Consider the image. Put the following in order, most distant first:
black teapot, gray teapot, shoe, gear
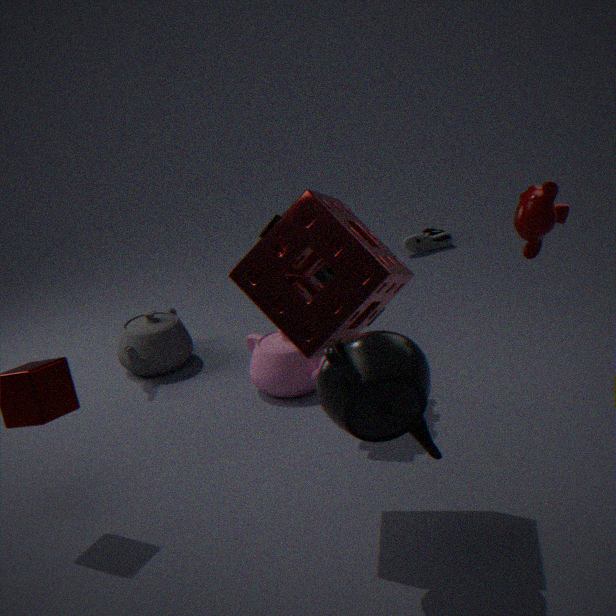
shoe
gray teapot
gear
black teapot
